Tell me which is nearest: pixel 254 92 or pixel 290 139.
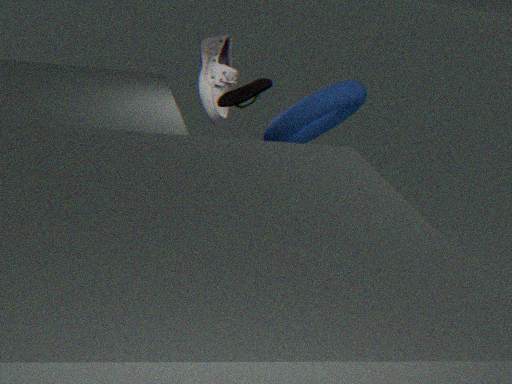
pixel 254 92
